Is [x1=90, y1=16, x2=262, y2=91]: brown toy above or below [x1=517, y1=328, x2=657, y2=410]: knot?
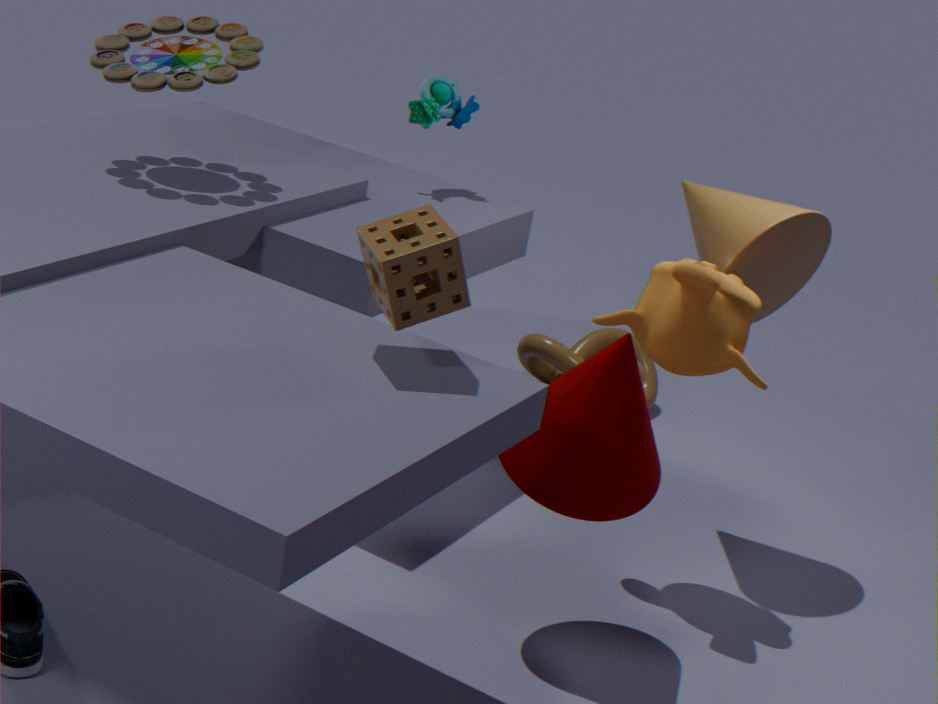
above
